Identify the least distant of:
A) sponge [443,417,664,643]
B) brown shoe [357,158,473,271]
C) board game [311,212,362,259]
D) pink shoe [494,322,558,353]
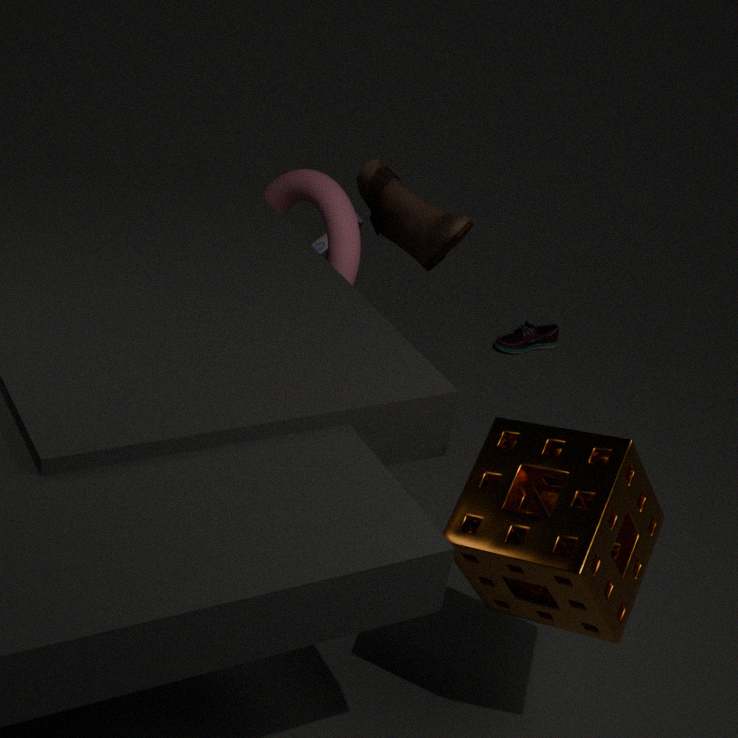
sponge [443,417,664,643]
